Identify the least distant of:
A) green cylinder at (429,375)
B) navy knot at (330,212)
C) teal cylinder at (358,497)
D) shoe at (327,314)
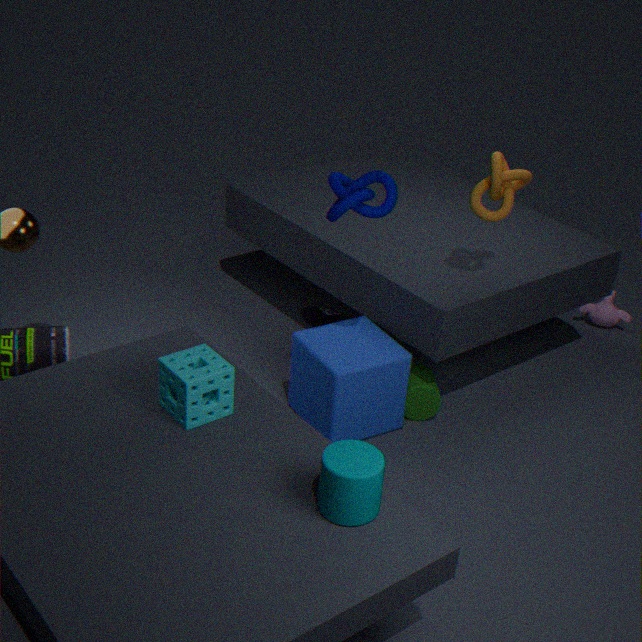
teal cylinder at (358,497)
